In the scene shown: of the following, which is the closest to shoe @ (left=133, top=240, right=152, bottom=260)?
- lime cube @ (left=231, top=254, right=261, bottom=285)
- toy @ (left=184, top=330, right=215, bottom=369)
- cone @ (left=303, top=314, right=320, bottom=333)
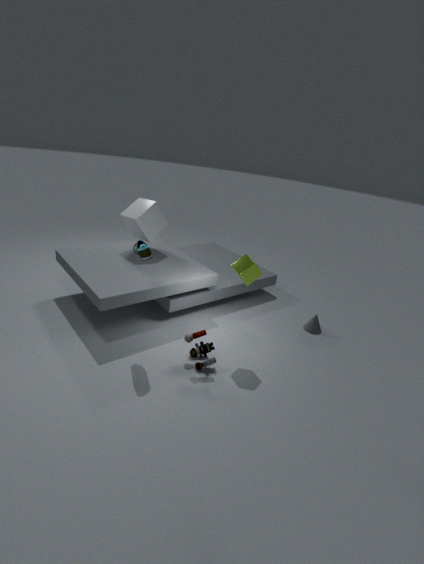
lime cube @ (left=231, top=254, right=261, bottom=285)
